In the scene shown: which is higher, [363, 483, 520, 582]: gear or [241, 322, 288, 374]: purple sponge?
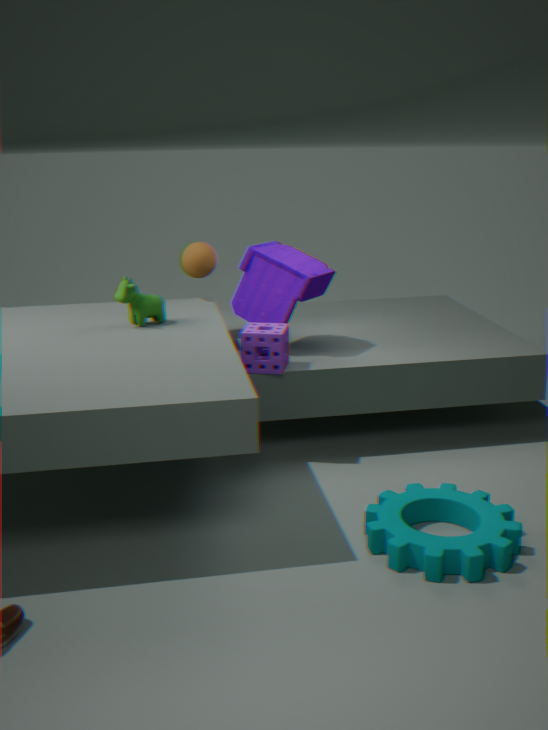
[241, 322, 288, 374]: purple sponge
